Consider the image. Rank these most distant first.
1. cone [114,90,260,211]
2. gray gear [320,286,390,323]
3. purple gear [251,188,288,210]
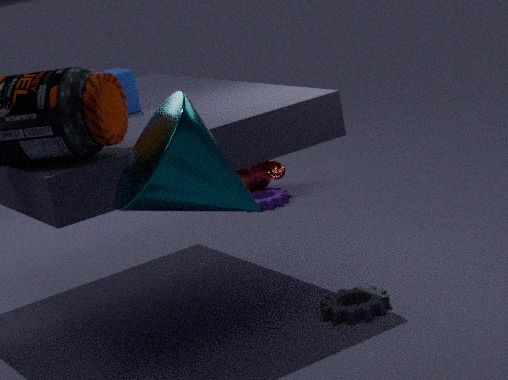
purple gear [251,188,288,210], gray gear [320,286,390,323], cone [114,90,260,211]
